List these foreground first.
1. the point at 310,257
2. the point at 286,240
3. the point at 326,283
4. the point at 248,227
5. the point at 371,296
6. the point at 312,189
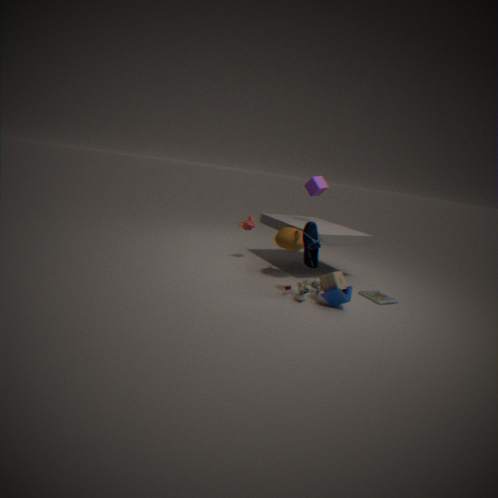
the point at 310,257 < the point at 326,283 < the point at 286,240 < the point at 371,296 < the point at 312,189 < the point at 248,227
